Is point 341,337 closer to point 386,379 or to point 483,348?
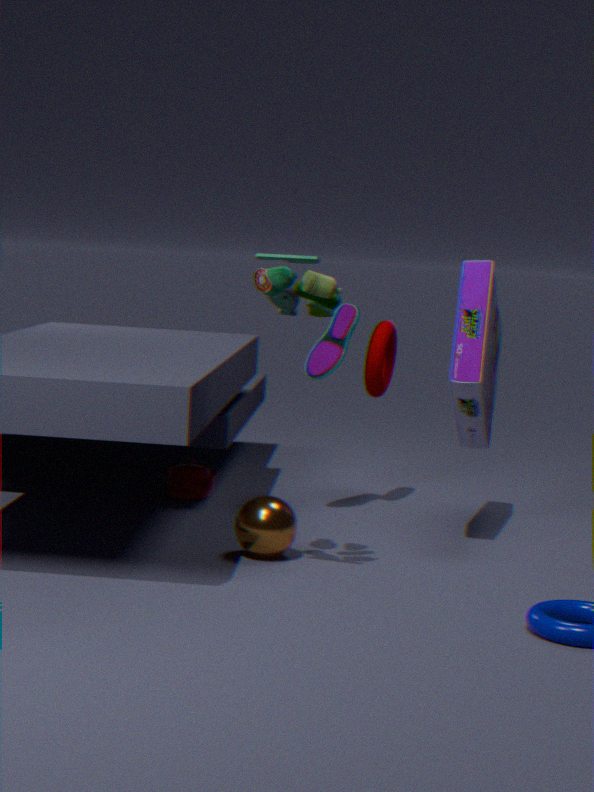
point 386,379
